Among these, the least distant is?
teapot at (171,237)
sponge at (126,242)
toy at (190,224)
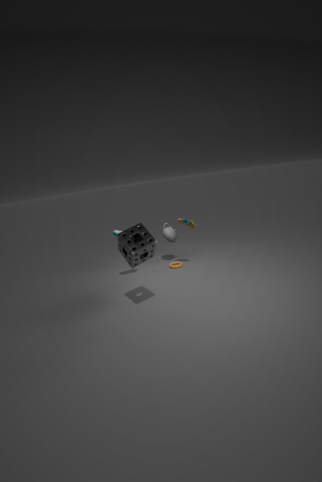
sponge at (126,242)
